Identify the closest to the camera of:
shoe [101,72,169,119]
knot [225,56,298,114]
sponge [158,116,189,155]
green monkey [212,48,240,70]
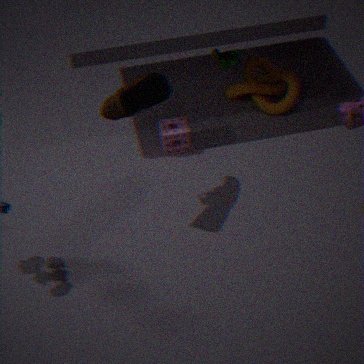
shoe [101,72,169,119]
